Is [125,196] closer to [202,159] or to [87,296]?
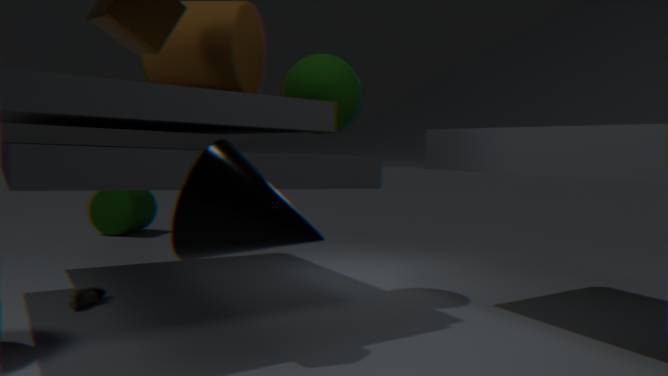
[87,296]
